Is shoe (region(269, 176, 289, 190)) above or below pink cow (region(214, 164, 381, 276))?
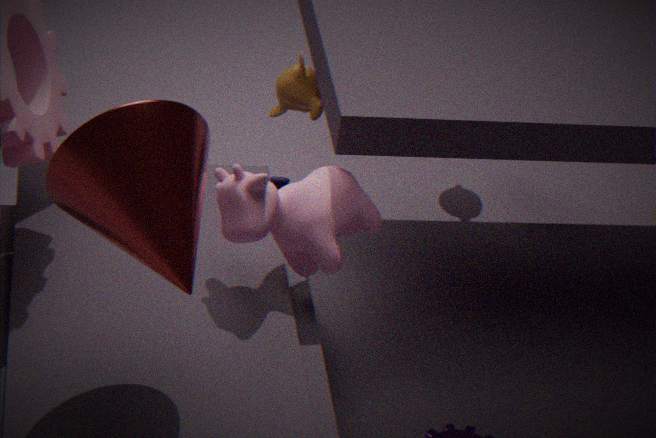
below
